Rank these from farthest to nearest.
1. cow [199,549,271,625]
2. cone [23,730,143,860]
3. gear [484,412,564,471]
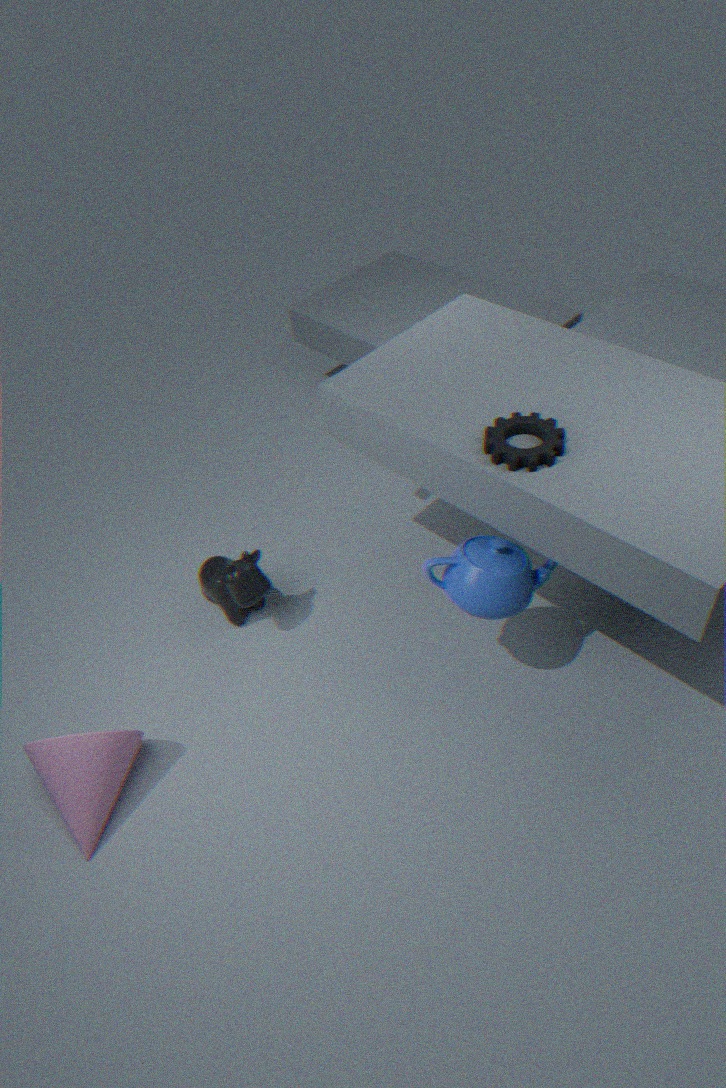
cow [199,549,271,625] < cone [23,730,143,860] < gear [484,412,564,471]
